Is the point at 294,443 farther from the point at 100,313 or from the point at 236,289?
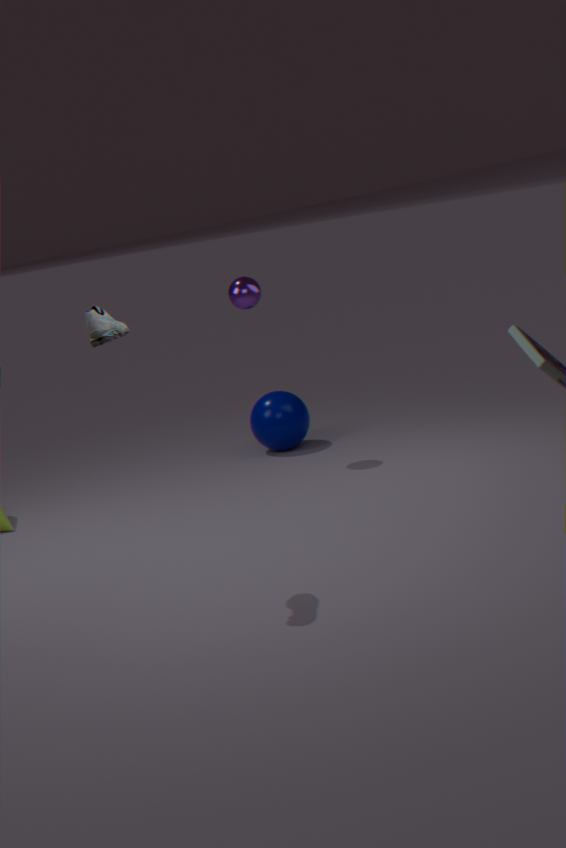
the point at 100,313
